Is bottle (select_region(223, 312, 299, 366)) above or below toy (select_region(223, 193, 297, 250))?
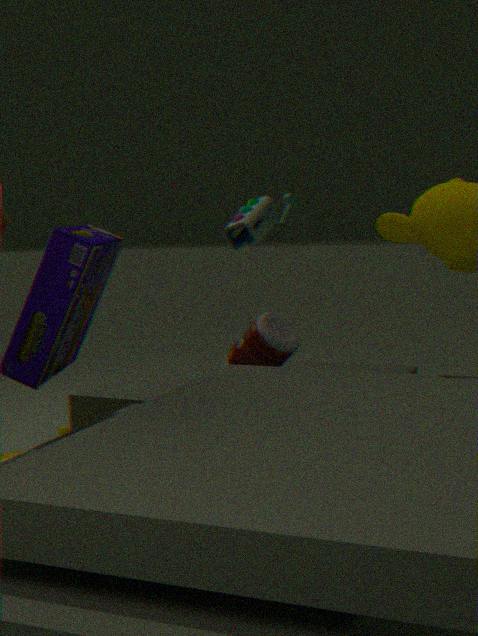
below
